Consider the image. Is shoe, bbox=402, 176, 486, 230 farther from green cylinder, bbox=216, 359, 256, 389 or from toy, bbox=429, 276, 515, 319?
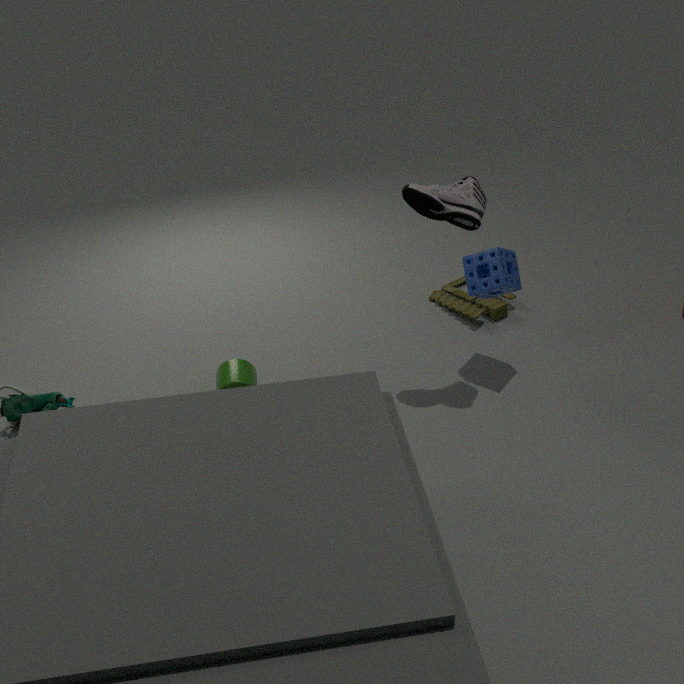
green cylinder, bbox=216, 359, 256, 389
